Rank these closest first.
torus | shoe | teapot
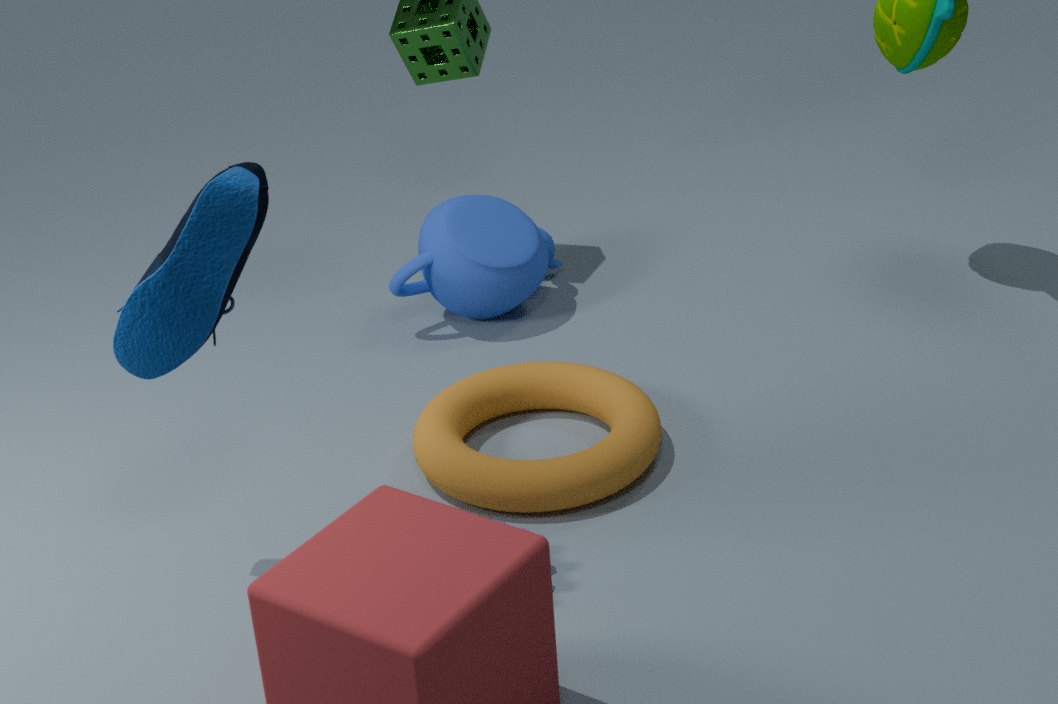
shoe < torus < teapot
